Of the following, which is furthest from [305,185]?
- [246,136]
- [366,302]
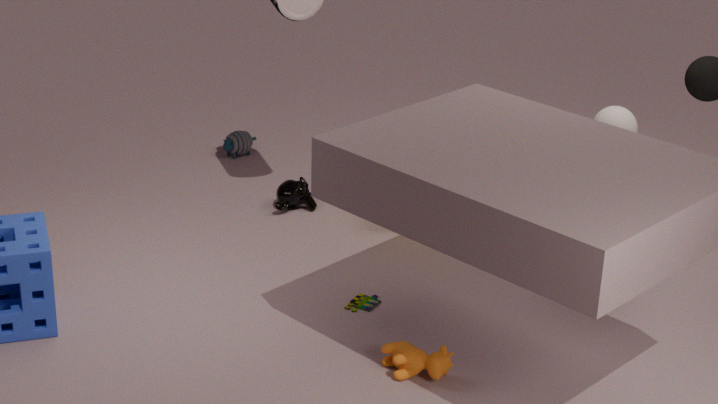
[366,302]
